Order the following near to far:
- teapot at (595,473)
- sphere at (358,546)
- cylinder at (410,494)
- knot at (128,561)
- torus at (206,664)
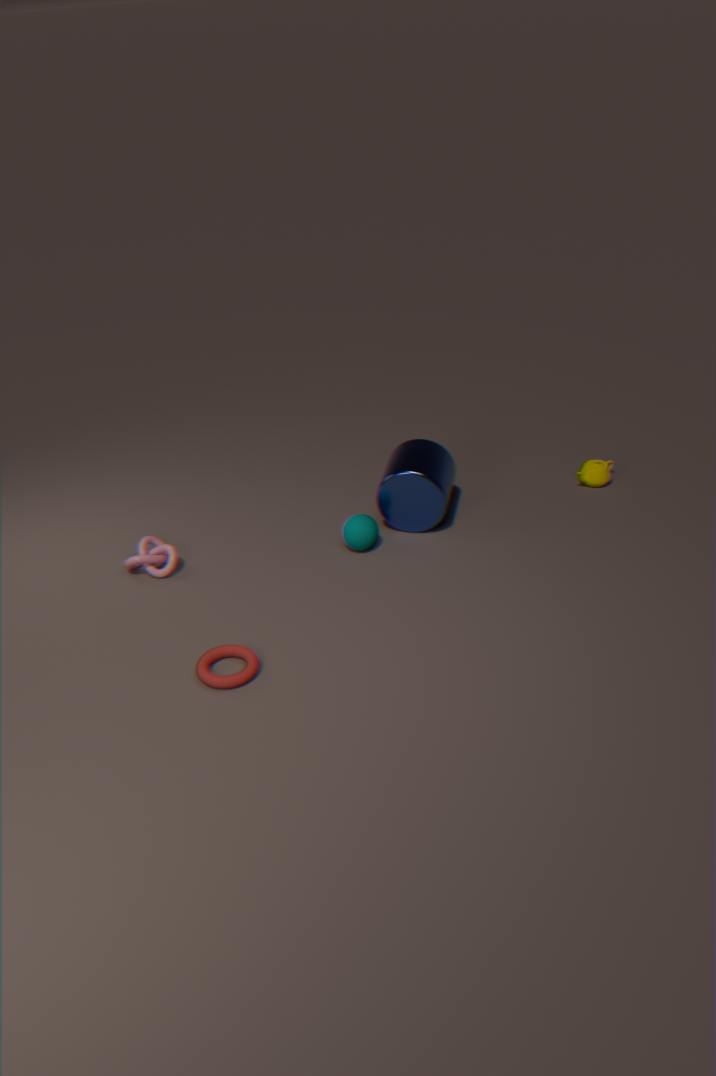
1. torus at (206,664)
2. knot at (128,561)
3. sphere at (358,546)
4. cylinder at (410,494)
5. teapot at (595,473)
